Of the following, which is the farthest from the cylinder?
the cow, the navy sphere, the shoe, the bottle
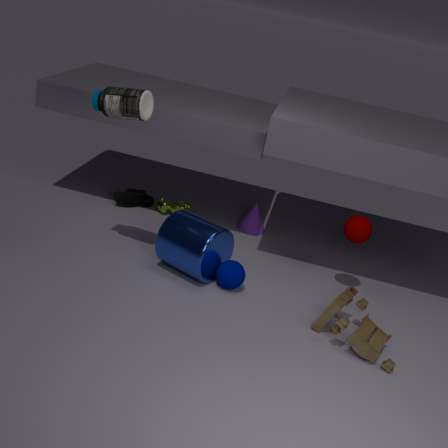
the shoe
